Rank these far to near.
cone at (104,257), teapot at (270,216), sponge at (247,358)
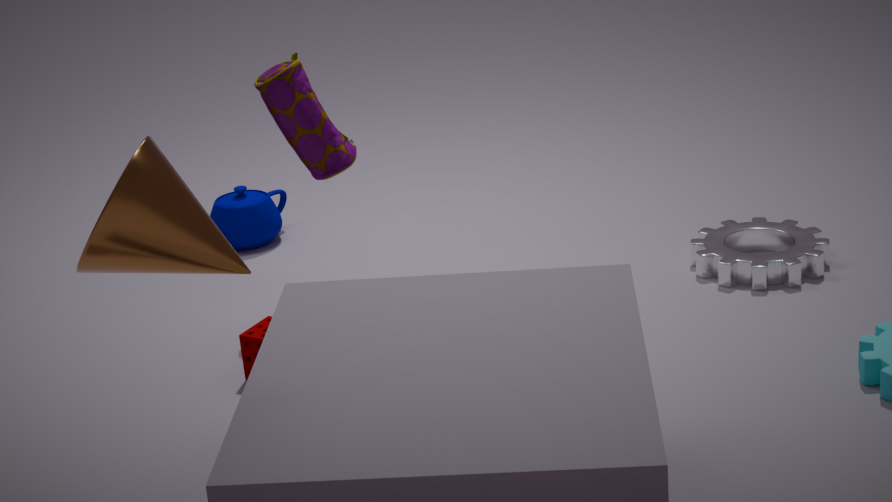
1. teapot at (270,216)
2. sponge at (247,358)
3. cone at (104,257)
